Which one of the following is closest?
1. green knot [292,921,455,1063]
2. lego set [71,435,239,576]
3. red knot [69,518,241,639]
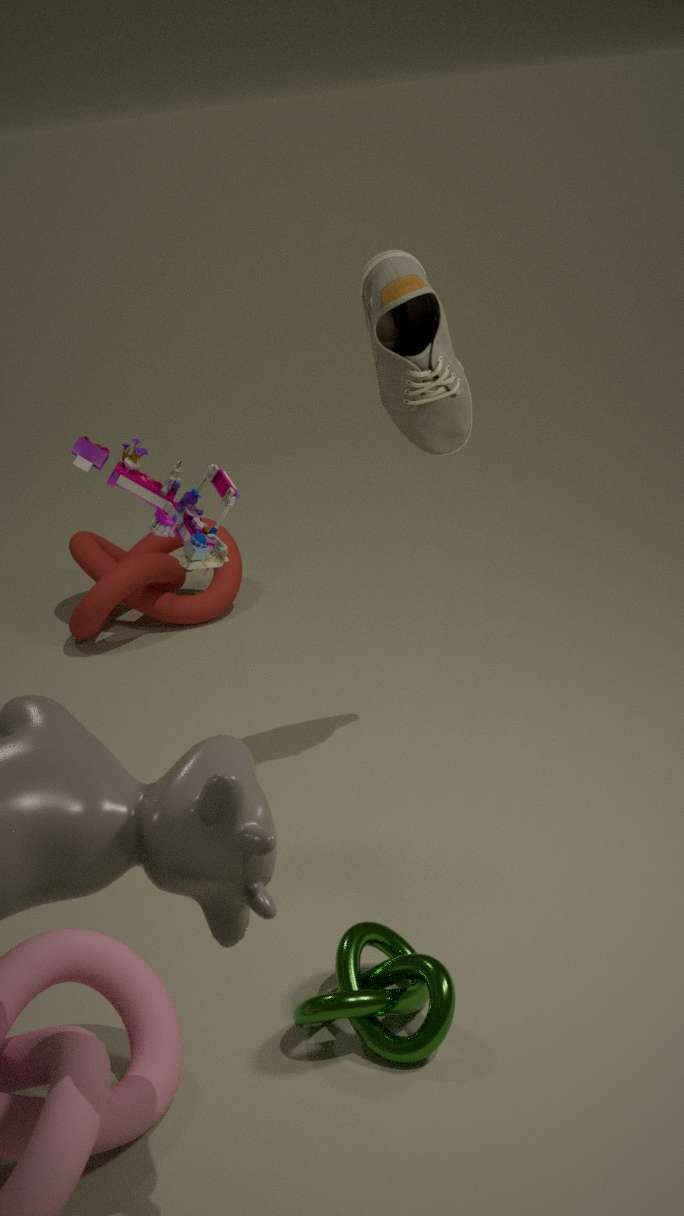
green knot [292,921,455,1063]
